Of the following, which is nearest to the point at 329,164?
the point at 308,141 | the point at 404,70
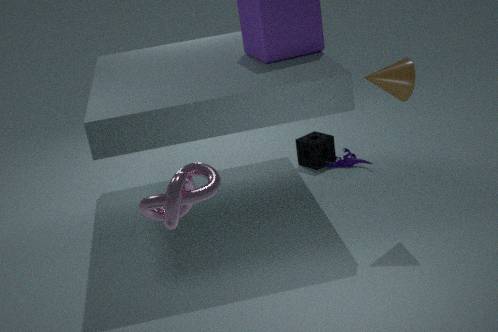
the point at 308,141
